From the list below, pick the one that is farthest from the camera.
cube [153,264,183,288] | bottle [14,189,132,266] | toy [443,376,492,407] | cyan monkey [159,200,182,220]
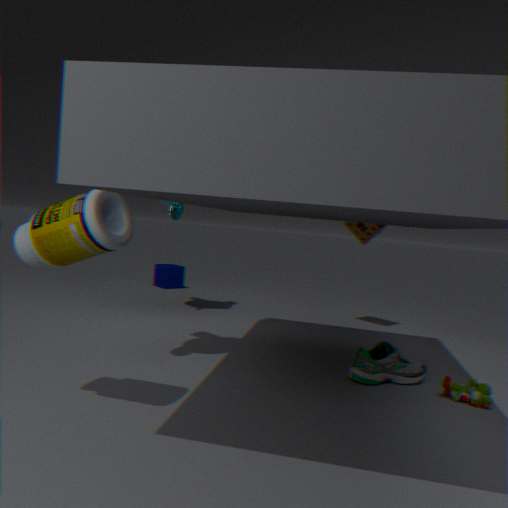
cube [153,264,183,288]
